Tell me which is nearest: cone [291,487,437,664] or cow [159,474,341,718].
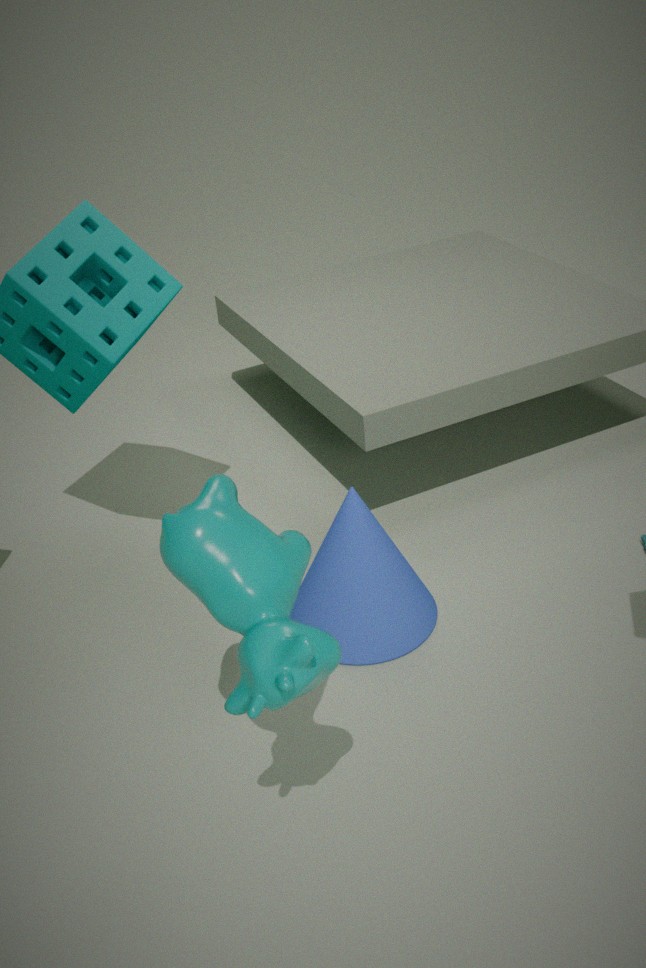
cow [159,474,341,718]
